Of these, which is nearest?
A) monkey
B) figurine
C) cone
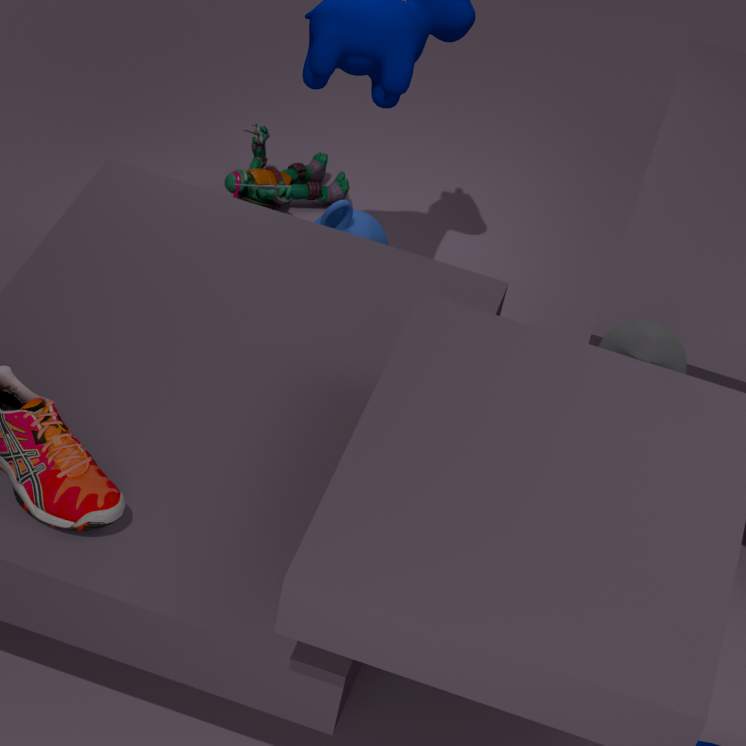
cone
